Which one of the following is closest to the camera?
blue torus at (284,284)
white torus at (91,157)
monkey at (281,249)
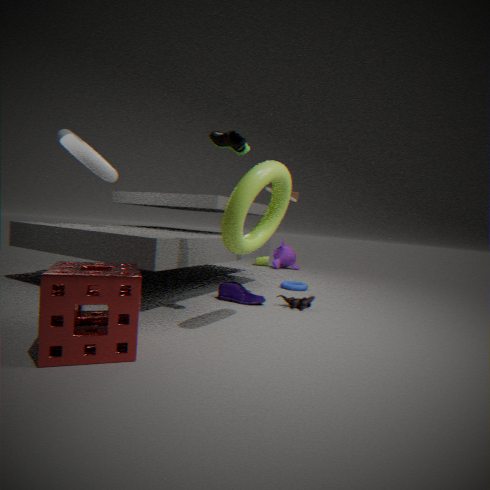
white torus at (91,157)
